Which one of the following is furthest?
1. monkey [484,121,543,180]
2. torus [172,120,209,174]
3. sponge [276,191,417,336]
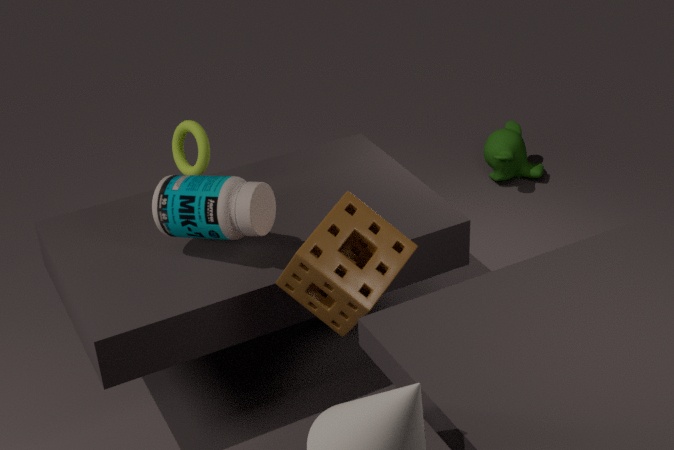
monkey [484,121,543,180]
